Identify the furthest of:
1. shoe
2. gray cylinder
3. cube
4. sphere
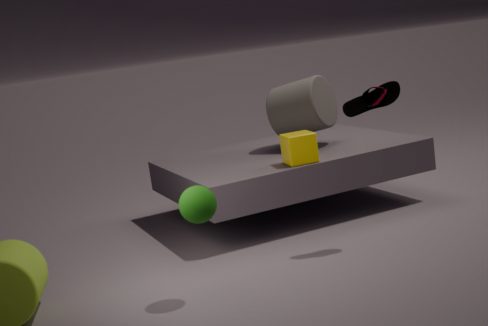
gray cylinder
